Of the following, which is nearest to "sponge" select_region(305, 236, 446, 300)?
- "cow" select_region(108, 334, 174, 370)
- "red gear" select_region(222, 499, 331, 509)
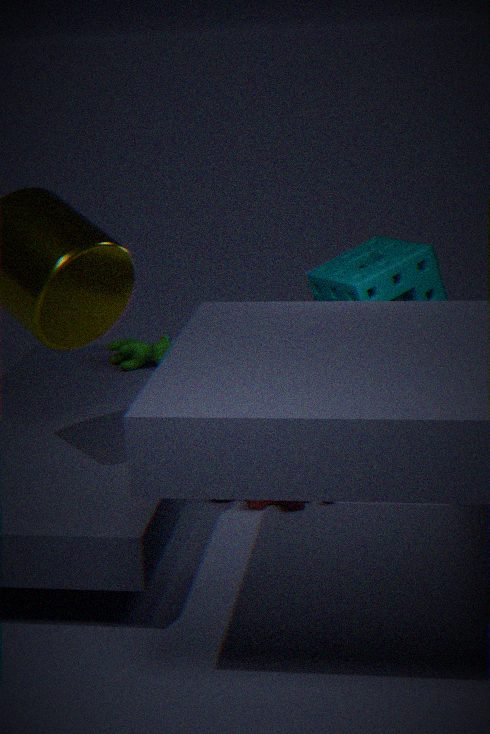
"red gear" select_region(222, 499, 331, 509)
